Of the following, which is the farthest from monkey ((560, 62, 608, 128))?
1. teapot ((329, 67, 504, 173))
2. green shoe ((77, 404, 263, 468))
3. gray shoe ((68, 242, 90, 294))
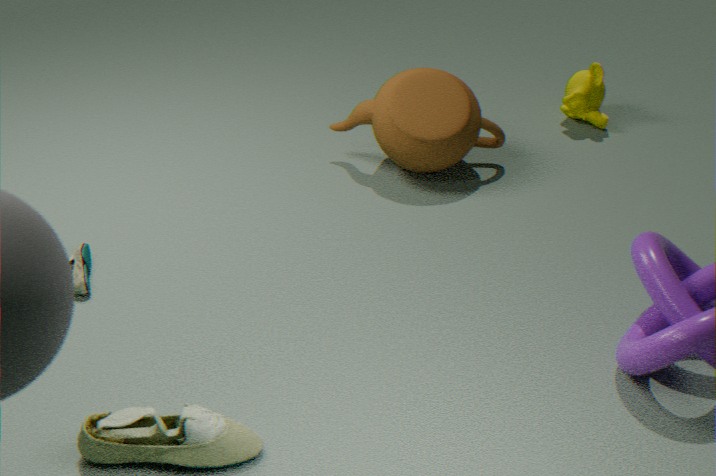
green shoe ((77, 404, 263, 468))
